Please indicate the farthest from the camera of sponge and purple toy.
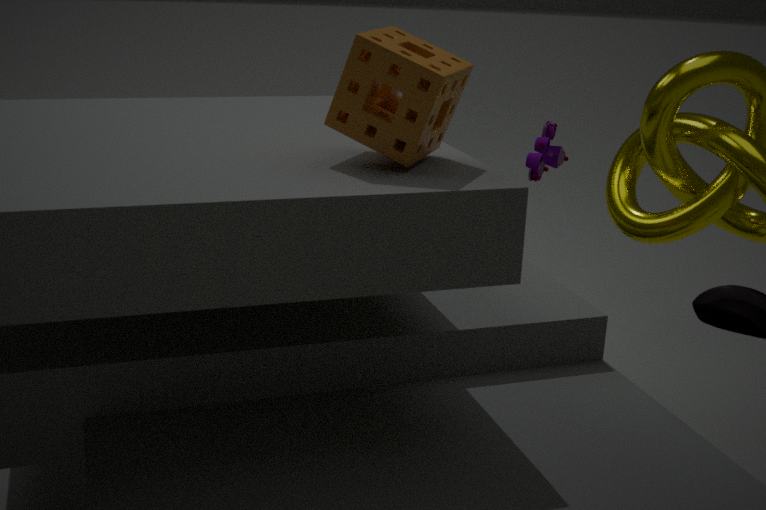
purple toy
